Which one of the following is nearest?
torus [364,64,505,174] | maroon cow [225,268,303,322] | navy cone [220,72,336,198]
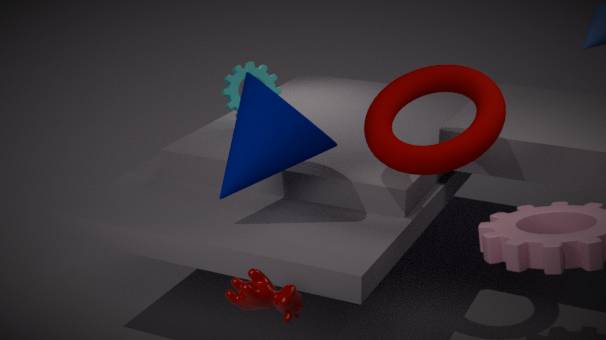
maroon cow [225,268,303,322]
